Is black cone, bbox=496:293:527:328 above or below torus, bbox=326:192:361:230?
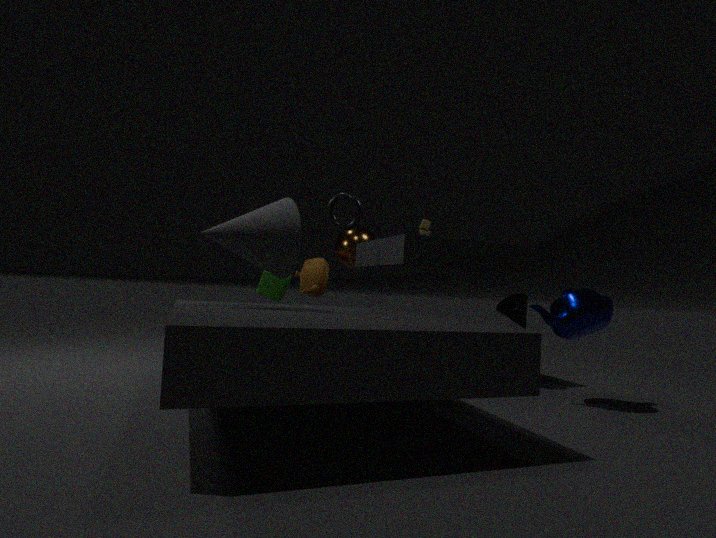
below
